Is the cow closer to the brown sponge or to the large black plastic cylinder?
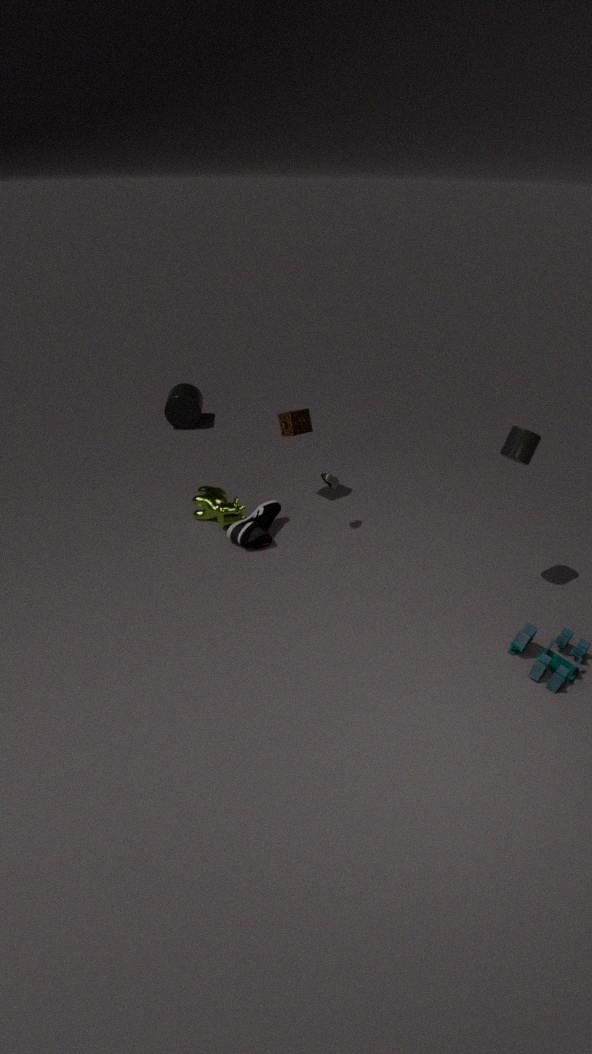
the brown sponge
